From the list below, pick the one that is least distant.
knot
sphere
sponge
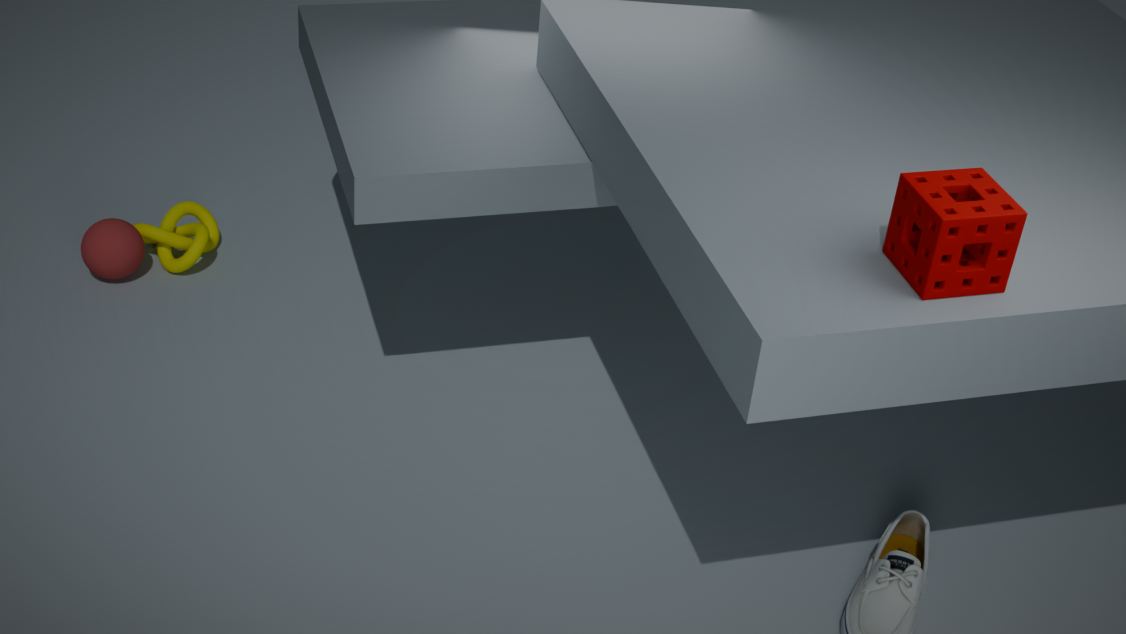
sponge
